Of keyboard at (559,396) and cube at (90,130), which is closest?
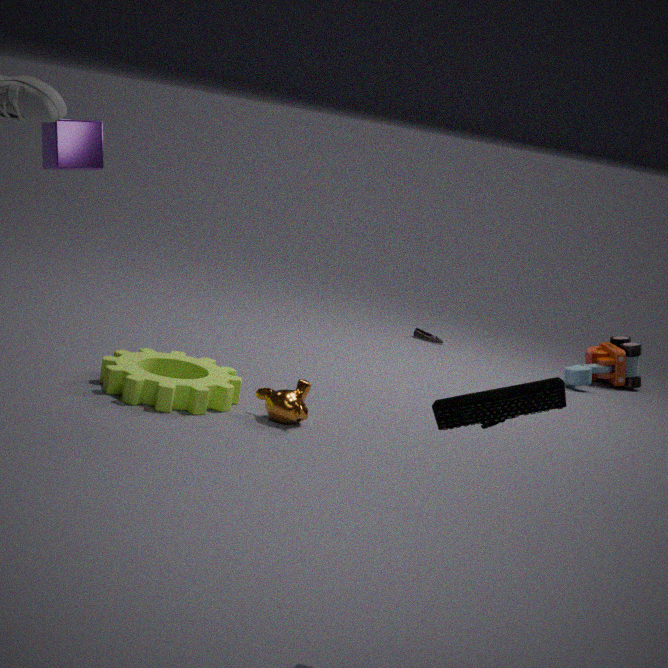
keyboard at (559,396)
